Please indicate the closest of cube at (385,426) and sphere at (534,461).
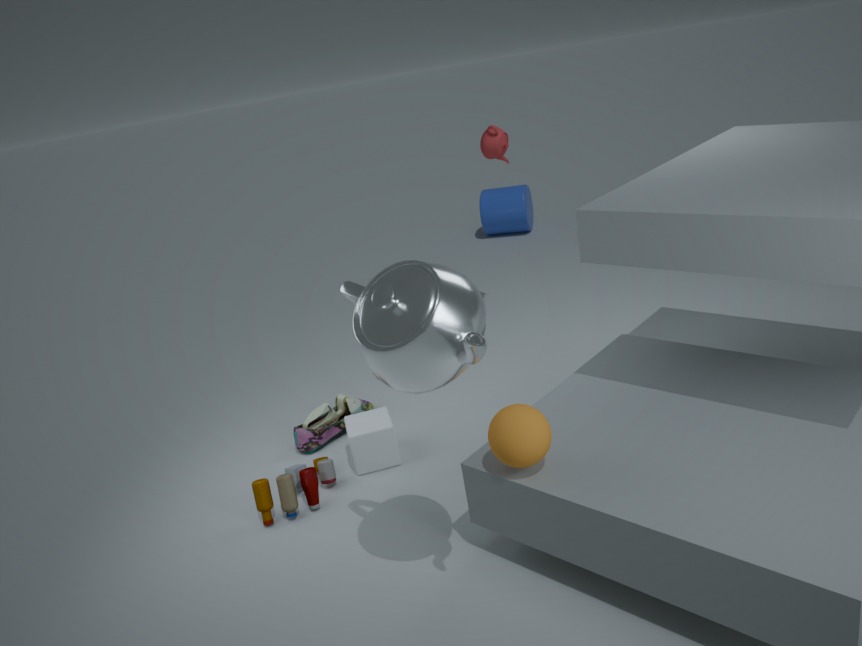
sphere at (534,461)
